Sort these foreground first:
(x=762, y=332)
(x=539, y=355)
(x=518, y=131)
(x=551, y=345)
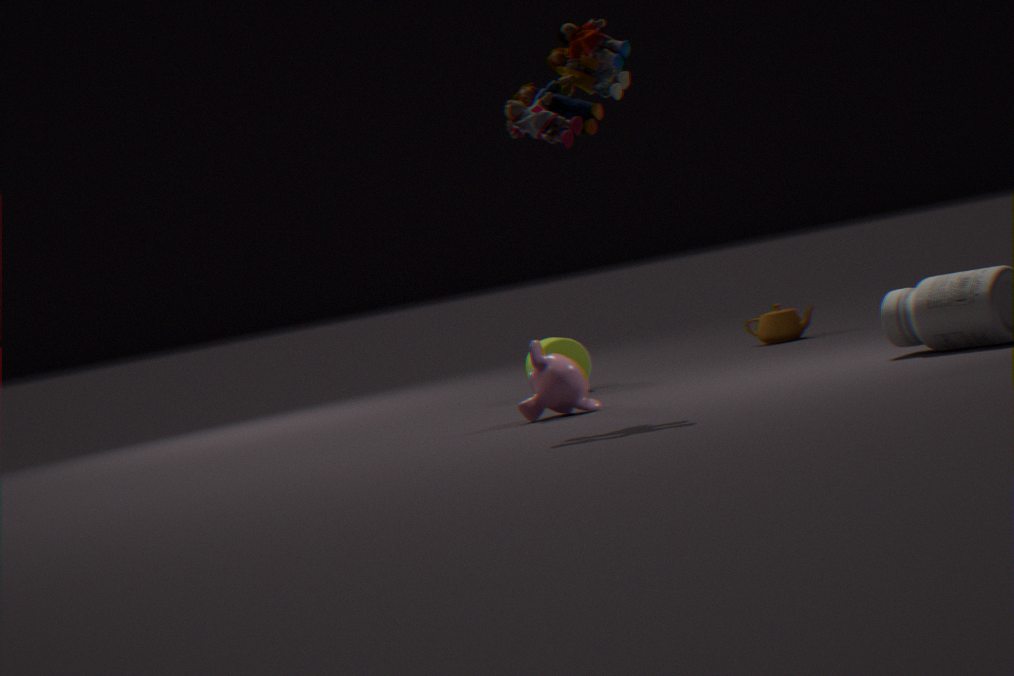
(x=518, y=131) < (x=539, y=355) < (x=551, y=345) < (x=762, y=332)
